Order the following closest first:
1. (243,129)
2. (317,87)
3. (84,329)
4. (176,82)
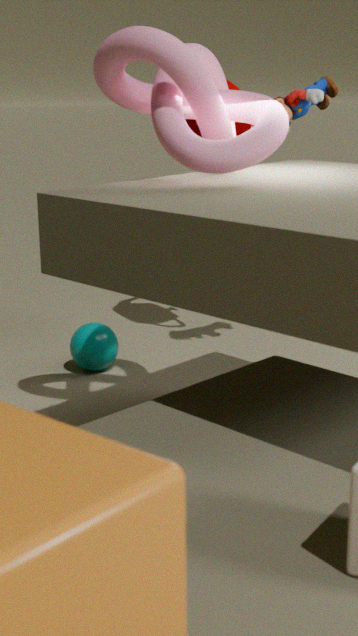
A: (176,82) < (317,87) < (84,329) < (243,129)
